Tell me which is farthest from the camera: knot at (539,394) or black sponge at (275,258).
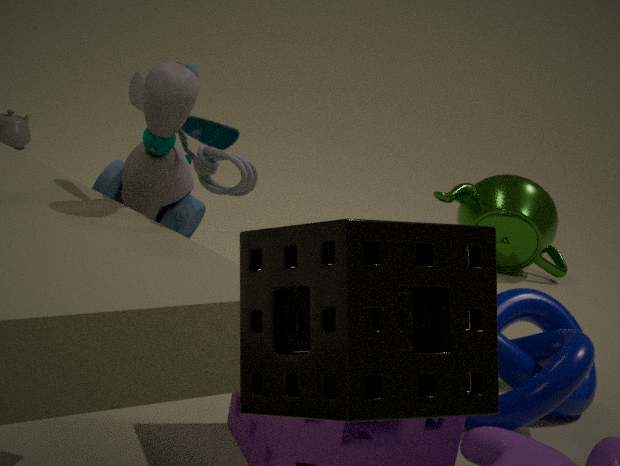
knot at (539,394)
